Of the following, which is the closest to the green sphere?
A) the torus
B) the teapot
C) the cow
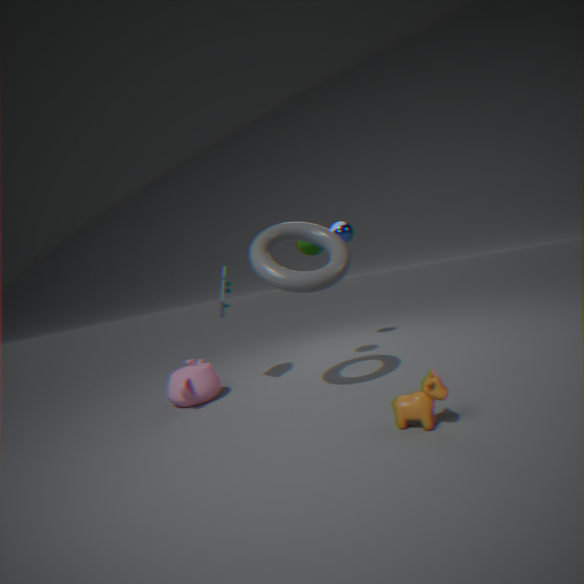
the torus
